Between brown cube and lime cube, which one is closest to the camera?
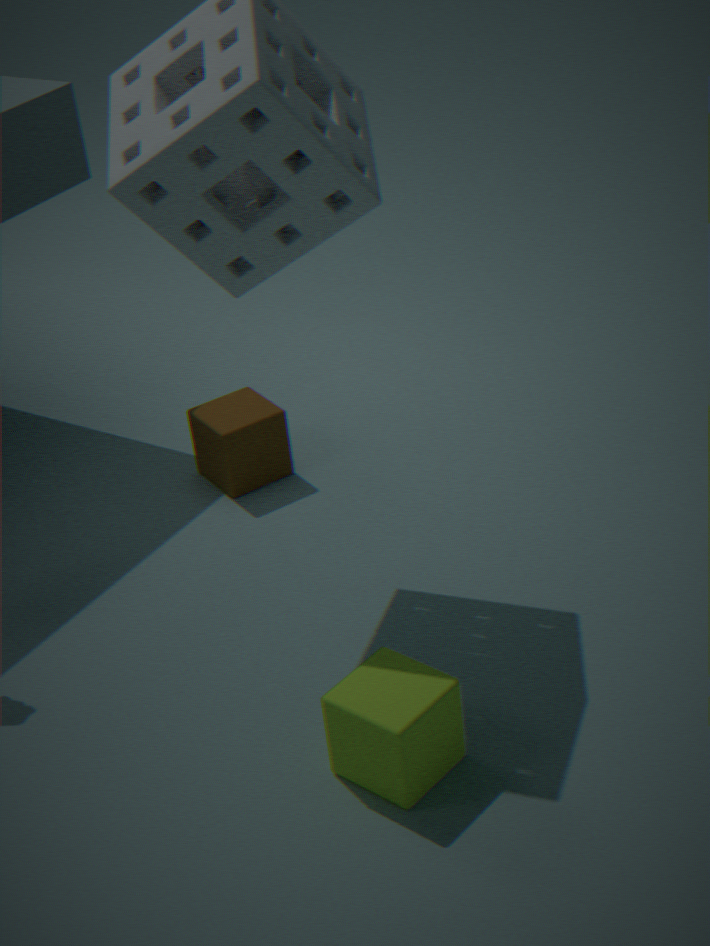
lime cube
